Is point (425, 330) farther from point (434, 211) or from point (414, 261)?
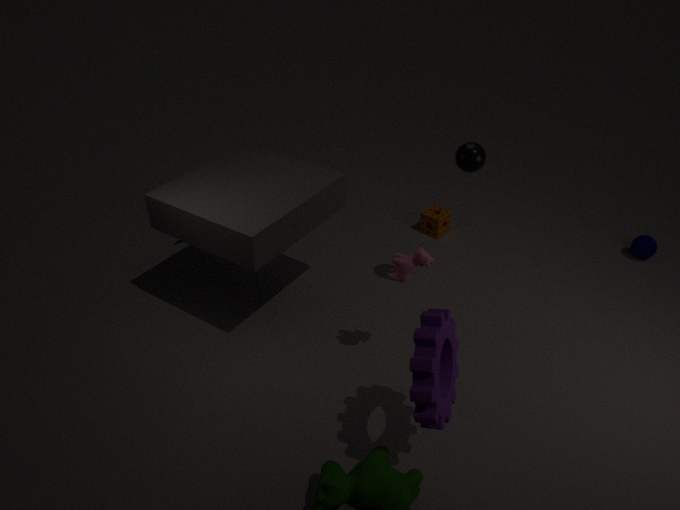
point (434, 211)
